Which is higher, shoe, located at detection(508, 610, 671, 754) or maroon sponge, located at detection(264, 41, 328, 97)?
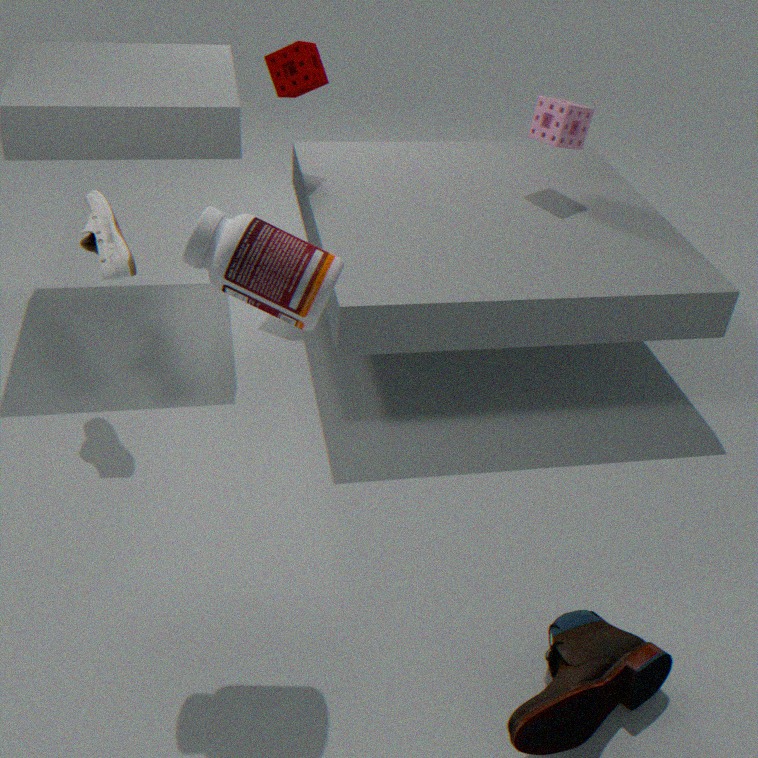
maroon sponge, located at detection(264, 41, 328, 97)
